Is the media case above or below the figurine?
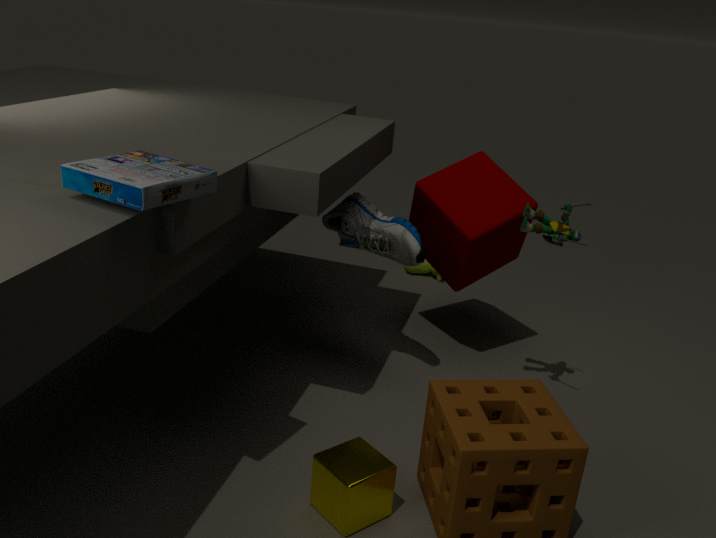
above
